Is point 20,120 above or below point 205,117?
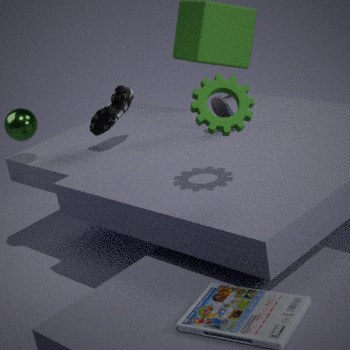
below
